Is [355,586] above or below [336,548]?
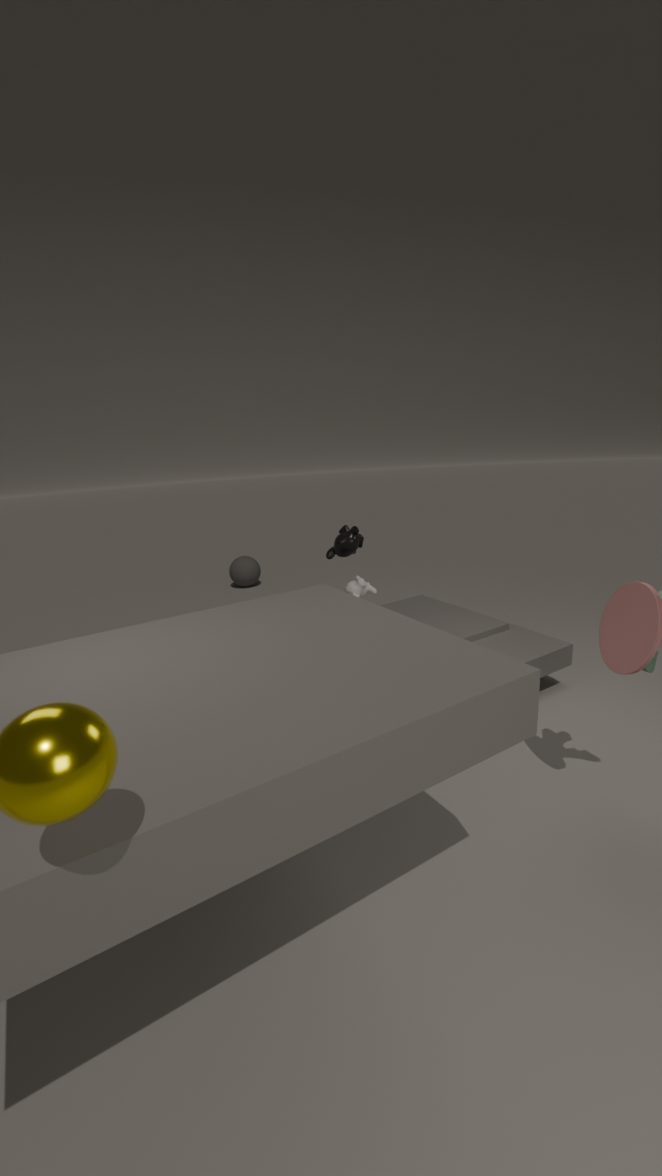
below
